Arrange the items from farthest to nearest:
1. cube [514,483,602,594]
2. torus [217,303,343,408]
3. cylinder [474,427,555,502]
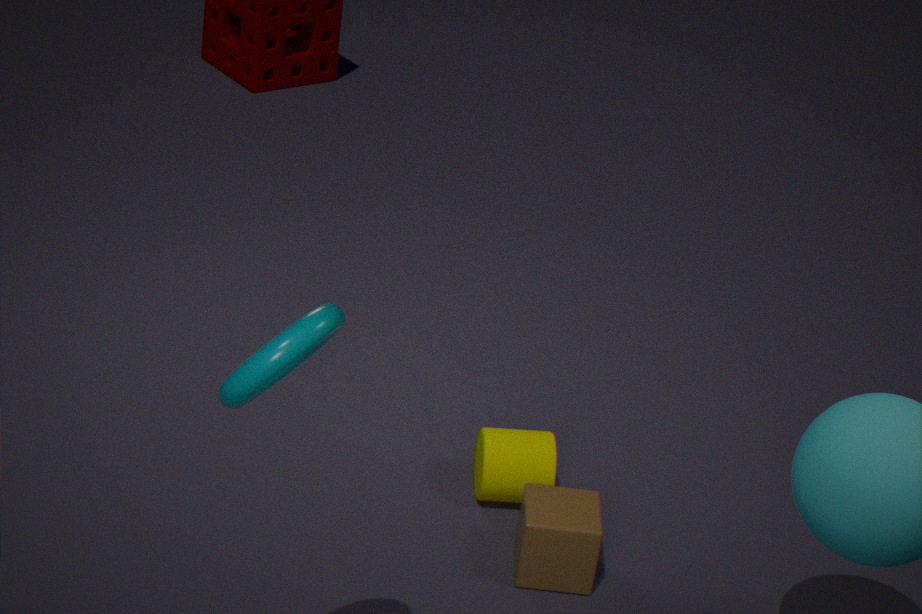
cylinder [474,427,555,502] < cube [514,483,602,594] < torus [217,303,343,408]
